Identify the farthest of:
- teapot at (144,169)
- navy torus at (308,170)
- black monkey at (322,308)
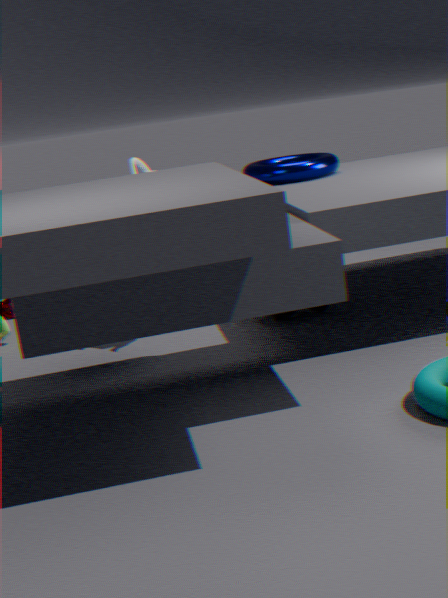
navy torus at (308,170)
